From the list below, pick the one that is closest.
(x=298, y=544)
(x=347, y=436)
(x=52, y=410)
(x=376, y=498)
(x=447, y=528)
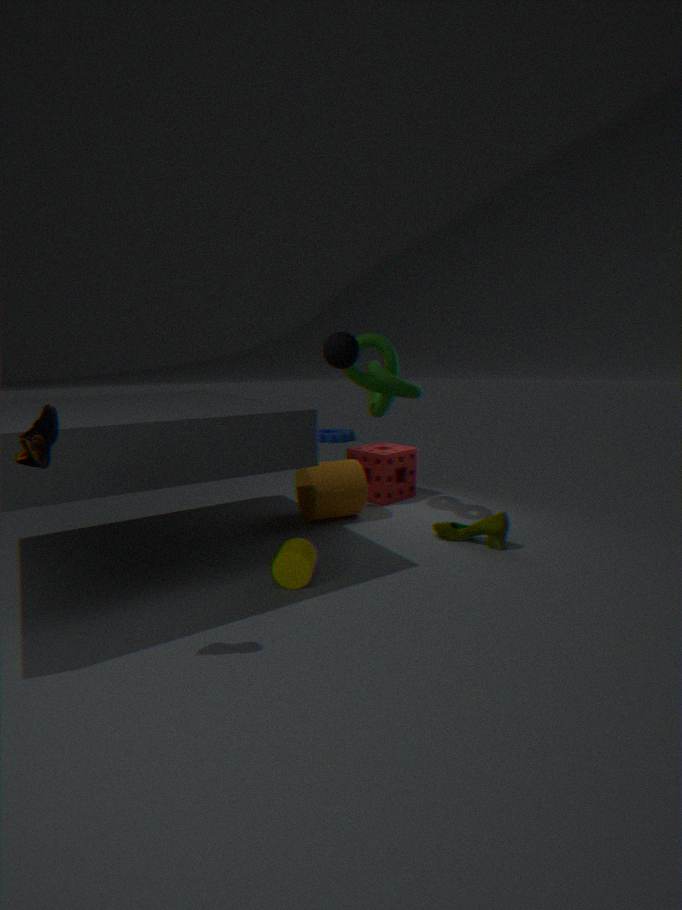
(x=52, y=410)
